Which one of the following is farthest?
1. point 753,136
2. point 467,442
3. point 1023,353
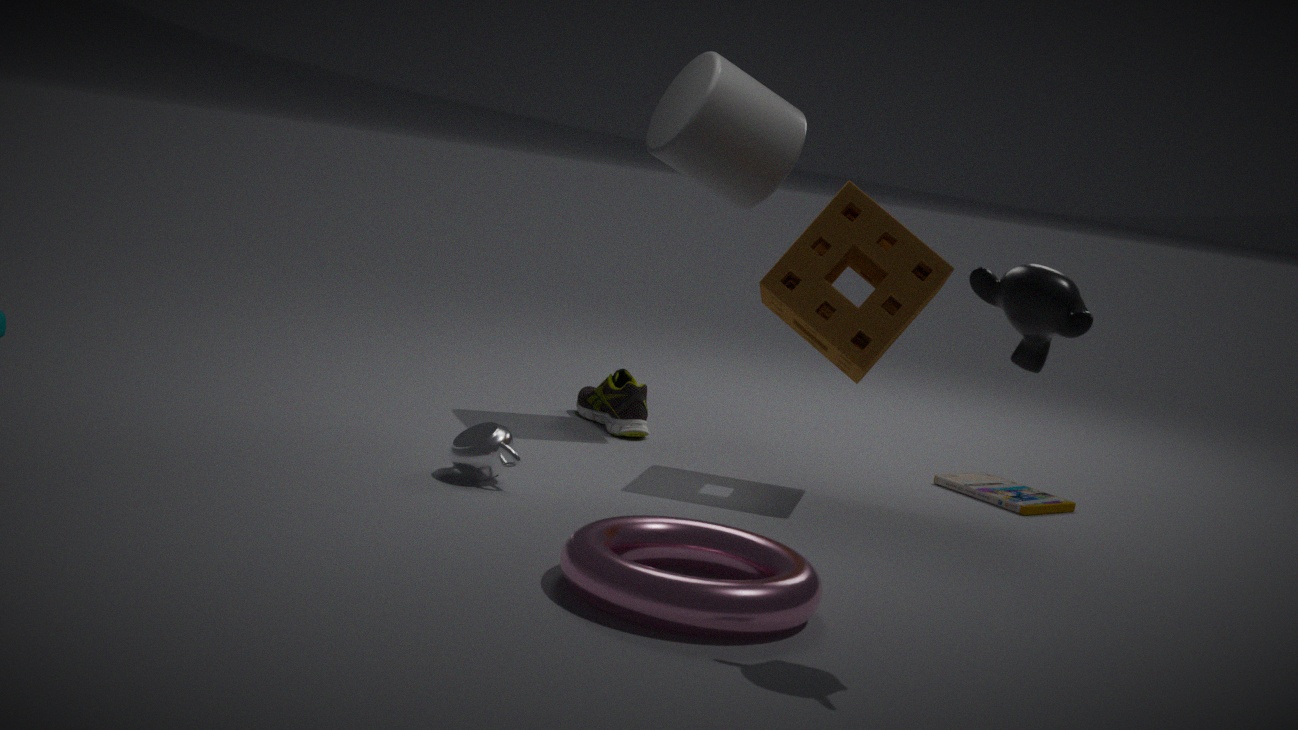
point 753,136
